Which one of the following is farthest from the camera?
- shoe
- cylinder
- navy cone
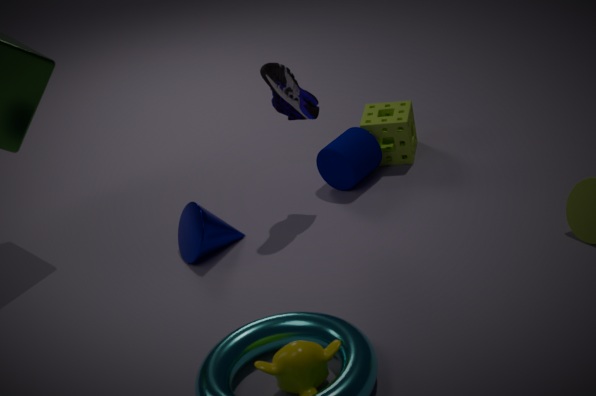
cylinder
